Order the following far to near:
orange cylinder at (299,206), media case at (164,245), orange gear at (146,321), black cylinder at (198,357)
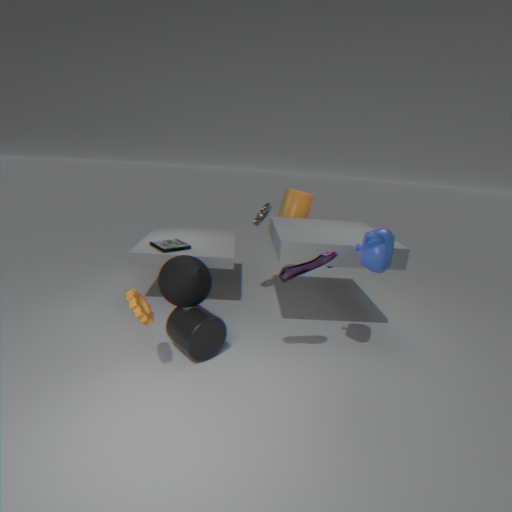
orange cylinder at (299,206) → media case at (164,245) → black cylinder at (198,357) → orange gear at (146,321)
